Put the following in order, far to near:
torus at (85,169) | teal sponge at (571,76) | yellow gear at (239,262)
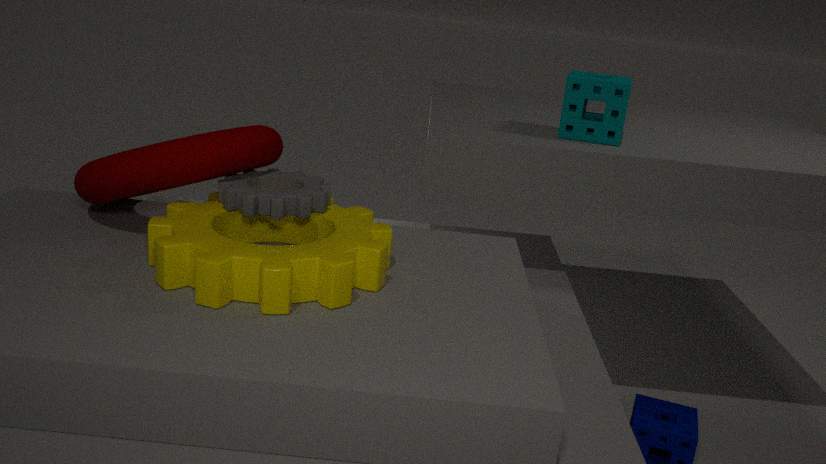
teal sponge at (571,76) < torus at (85,169) < yellow gear at (239,262)
